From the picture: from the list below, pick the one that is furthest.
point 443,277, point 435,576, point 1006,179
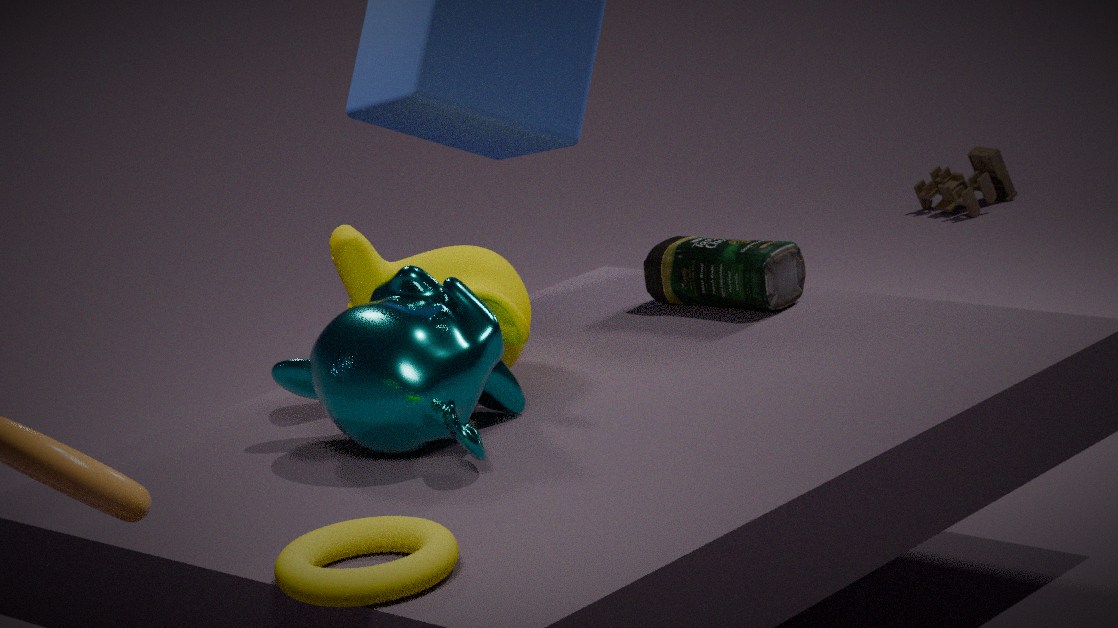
point 1006,179
